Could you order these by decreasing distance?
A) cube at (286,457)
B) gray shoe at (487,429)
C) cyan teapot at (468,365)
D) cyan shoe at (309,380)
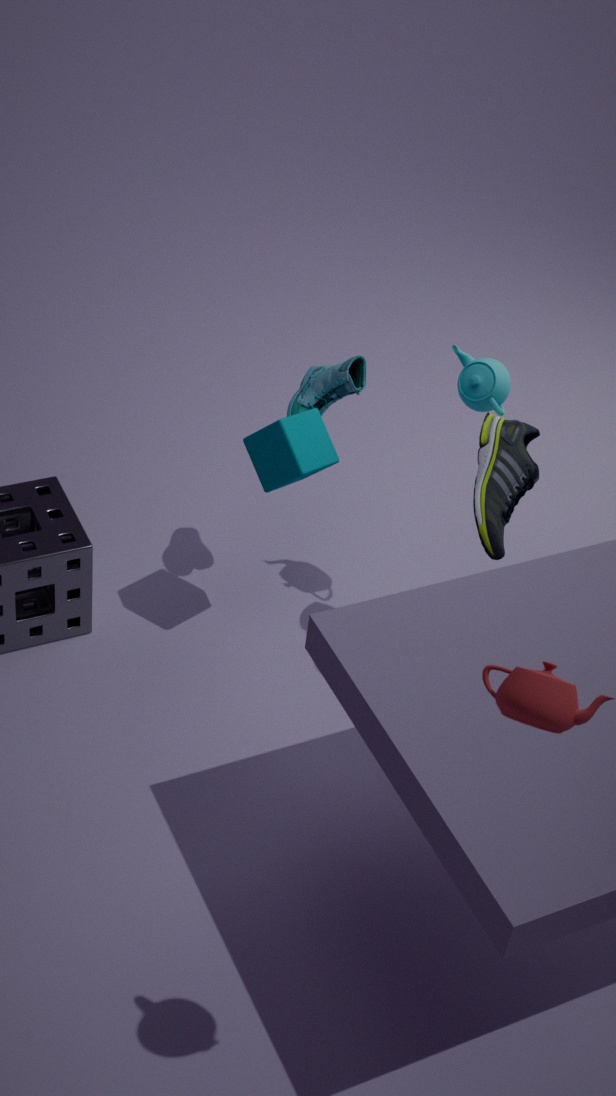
cyan shoe at (309,380) → cyan teapot at (468,365) → cube at (286,457) → gray shoe at (487,429)
